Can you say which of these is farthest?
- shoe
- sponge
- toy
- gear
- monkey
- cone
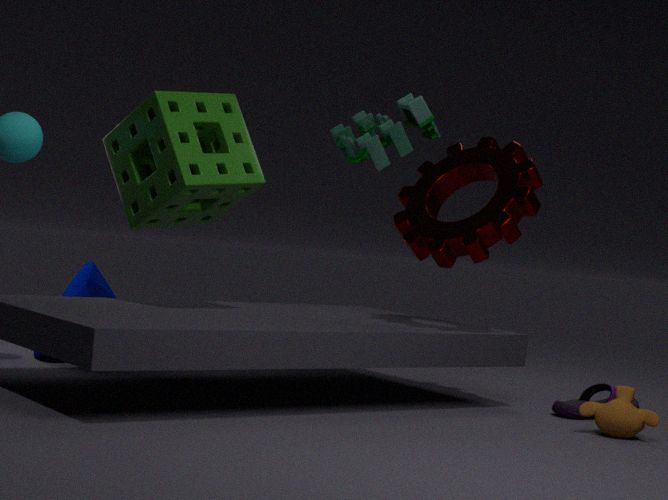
toy
